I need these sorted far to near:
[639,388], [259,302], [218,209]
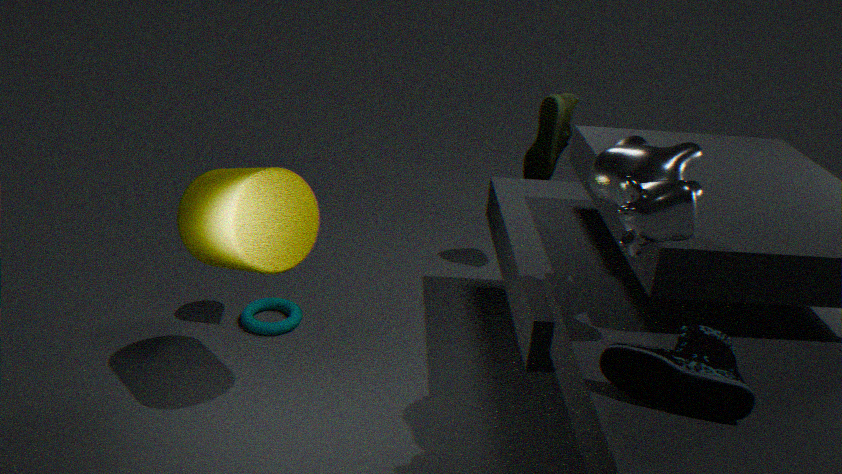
[259,302] → [218,209] → [639,388]
